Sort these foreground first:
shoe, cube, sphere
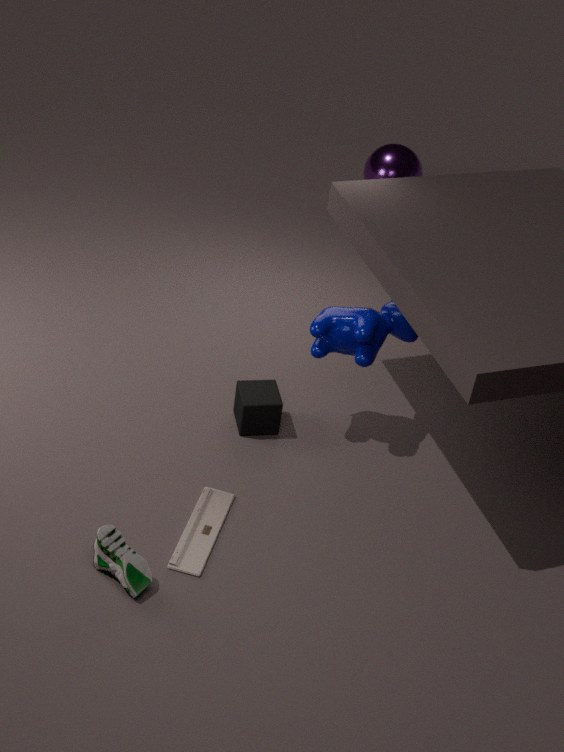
shoe, cube, sphere
